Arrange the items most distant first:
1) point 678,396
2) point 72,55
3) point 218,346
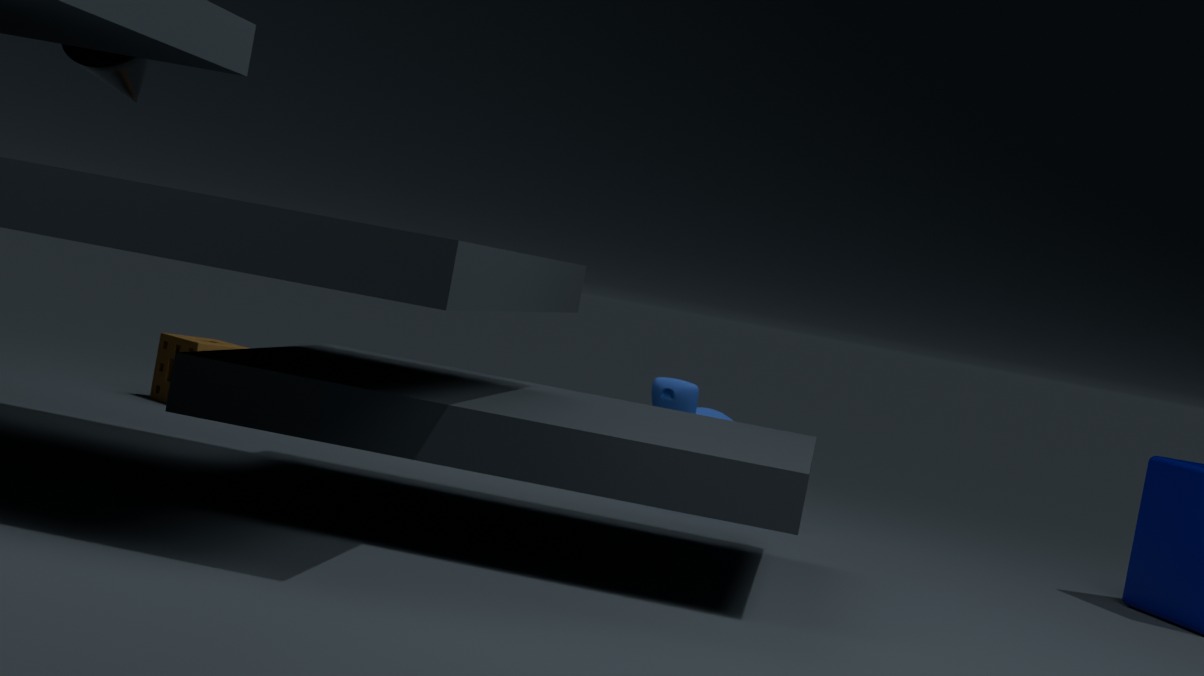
3. point 218,346, 1. point 678,396, 2. point 72,55
